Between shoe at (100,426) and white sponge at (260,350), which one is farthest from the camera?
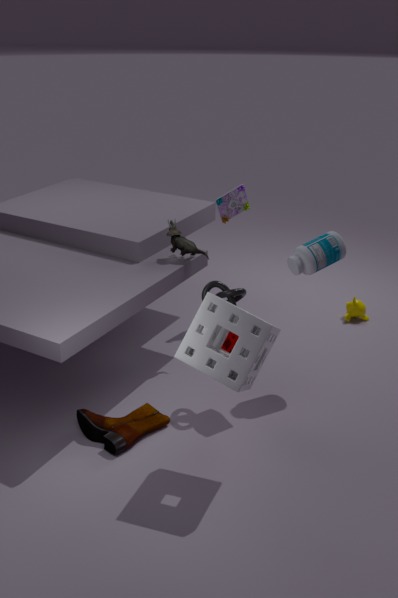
shoe at (100,426)
